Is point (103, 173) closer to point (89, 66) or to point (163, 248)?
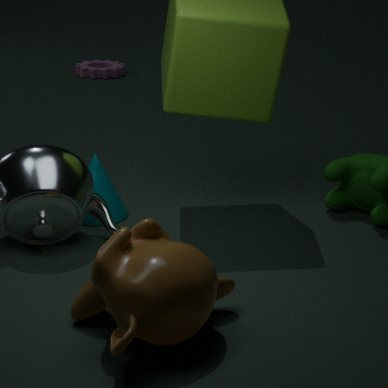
point (163, 248)
